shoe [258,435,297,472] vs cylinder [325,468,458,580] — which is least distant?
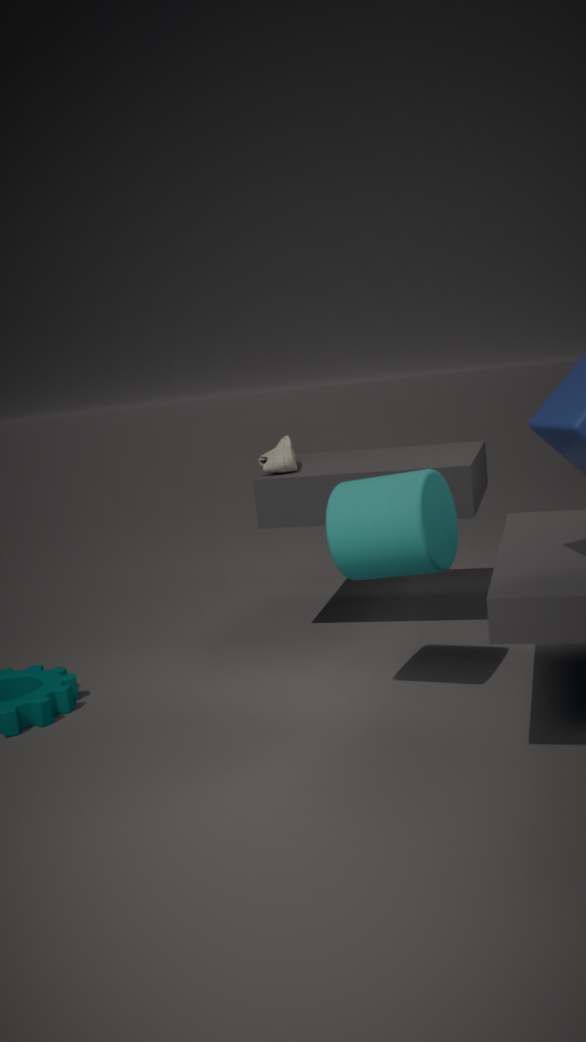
cylinder [325,468,458,580]
